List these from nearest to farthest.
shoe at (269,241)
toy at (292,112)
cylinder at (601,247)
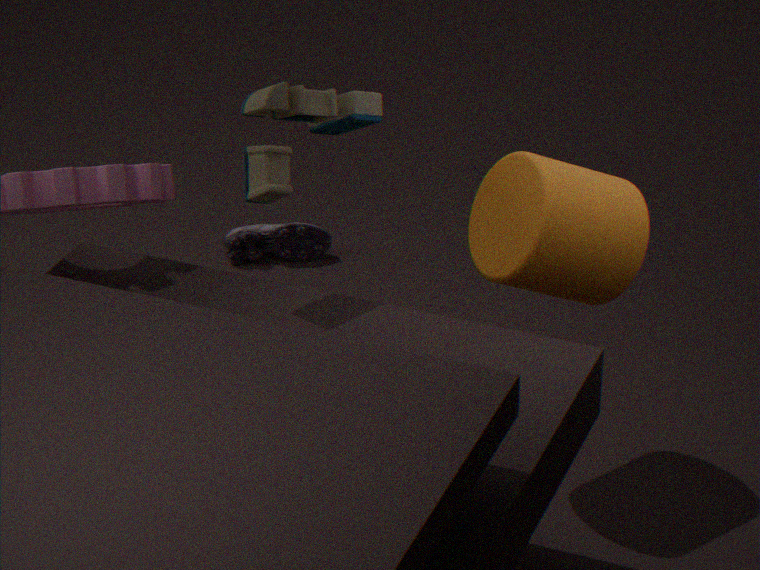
toy at (292,112) → cylinder at (601,247) → shoe at (269,241)
